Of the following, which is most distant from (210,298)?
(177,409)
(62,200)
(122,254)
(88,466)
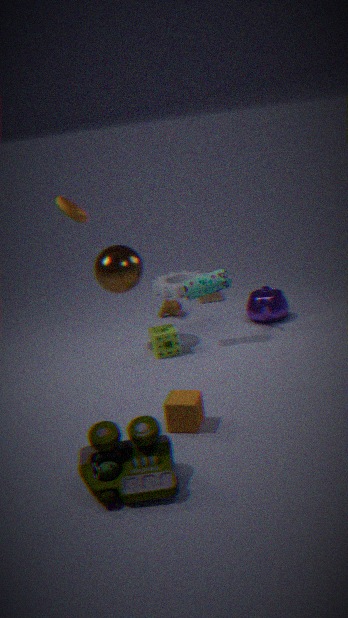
(88,466)
